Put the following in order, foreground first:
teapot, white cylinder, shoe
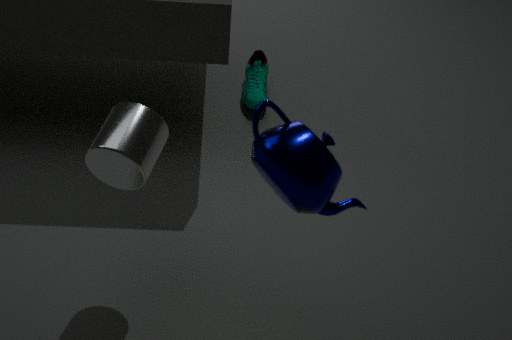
teapot, white cylinder, shoe
